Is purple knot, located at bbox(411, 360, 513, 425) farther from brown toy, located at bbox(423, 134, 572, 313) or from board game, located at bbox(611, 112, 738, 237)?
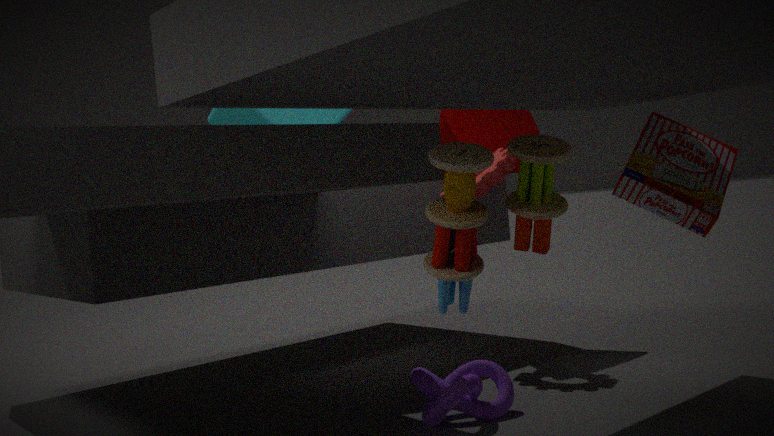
board game, located at bbox(611, 112, 738, 237)
